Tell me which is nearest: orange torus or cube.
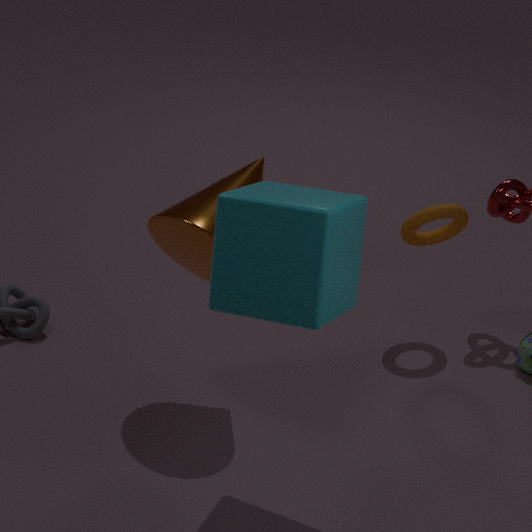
cube
